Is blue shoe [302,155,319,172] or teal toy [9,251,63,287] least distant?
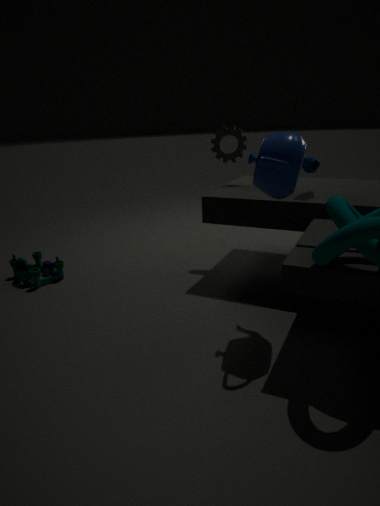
blue shoe [302,155,319,172]
